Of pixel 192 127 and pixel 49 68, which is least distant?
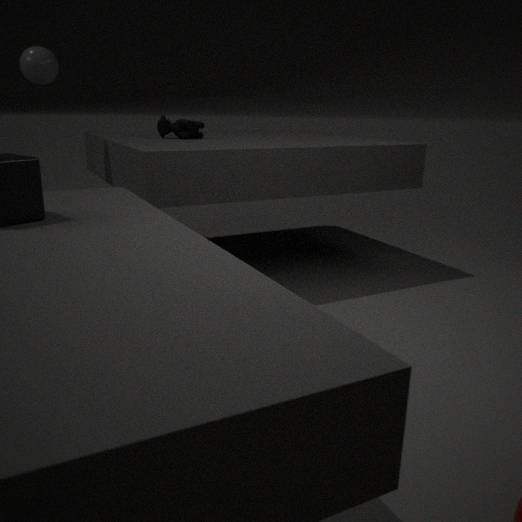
pixel 49 68
